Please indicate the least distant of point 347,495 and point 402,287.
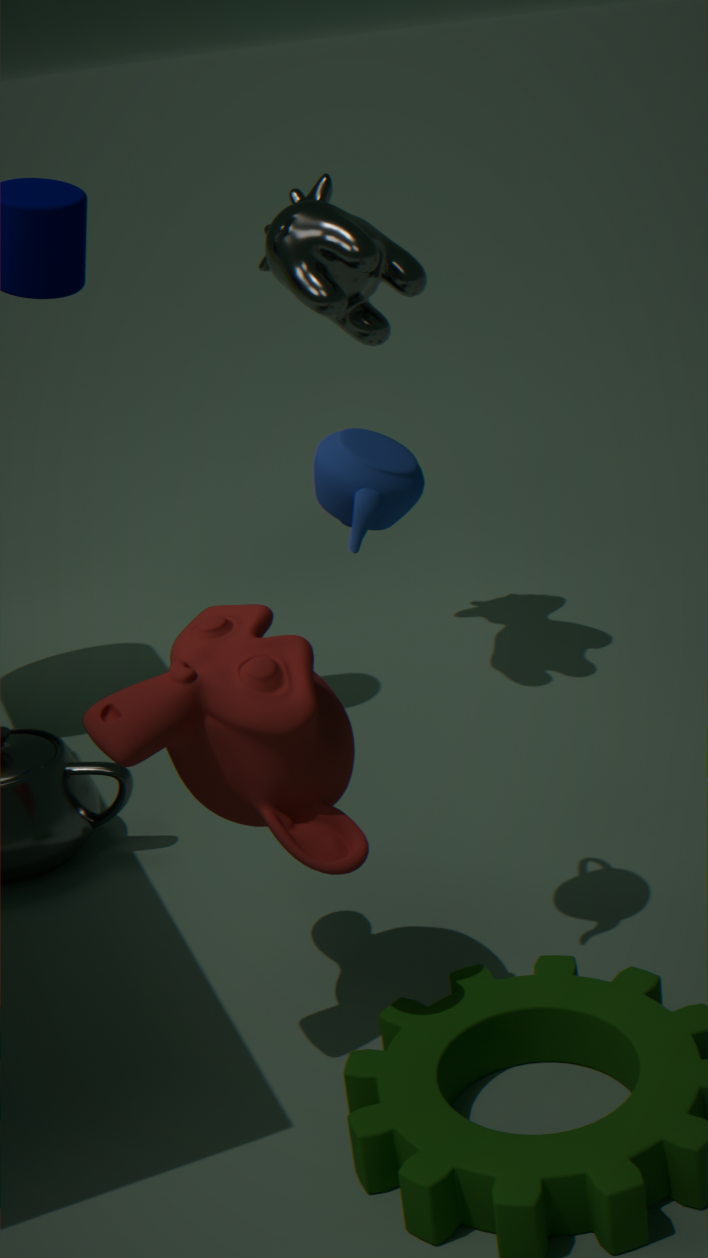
point 347,495
